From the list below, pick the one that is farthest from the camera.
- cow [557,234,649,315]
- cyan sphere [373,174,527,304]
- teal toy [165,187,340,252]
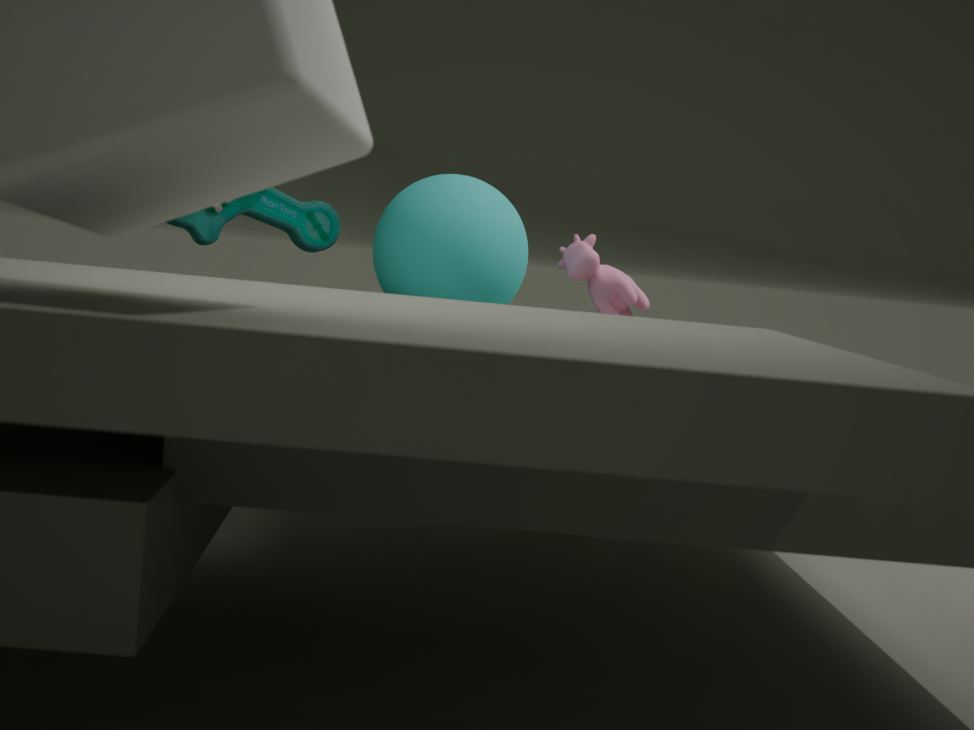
cow [557,234,649,315]
